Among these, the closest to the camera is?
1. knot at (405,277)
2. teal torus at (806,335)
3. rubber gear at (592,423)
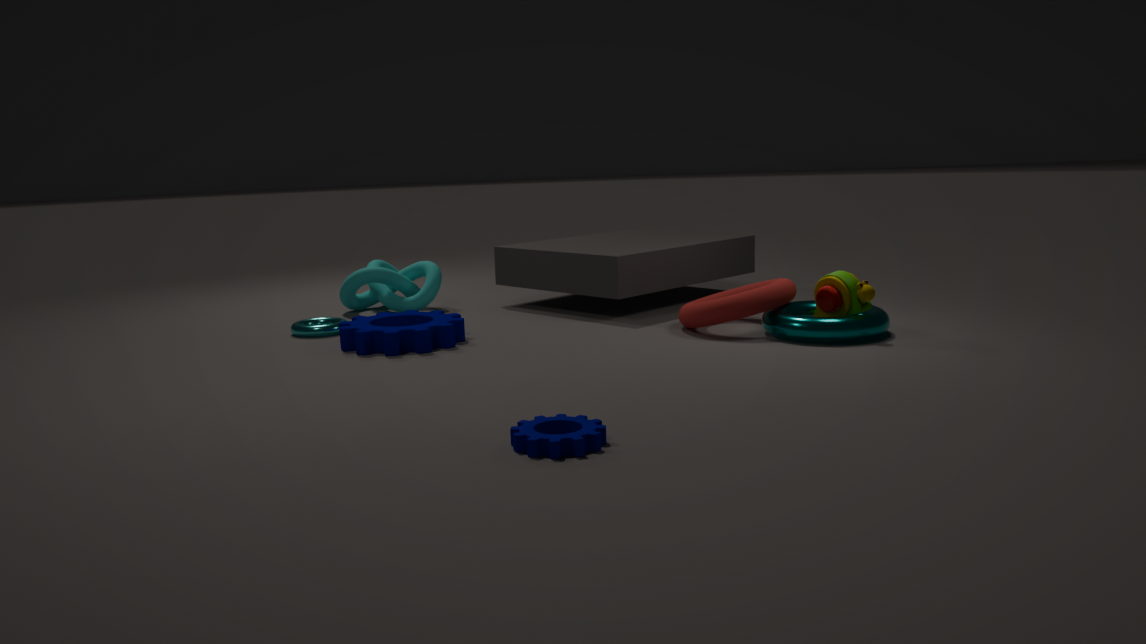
rubber gear at (592,423)
